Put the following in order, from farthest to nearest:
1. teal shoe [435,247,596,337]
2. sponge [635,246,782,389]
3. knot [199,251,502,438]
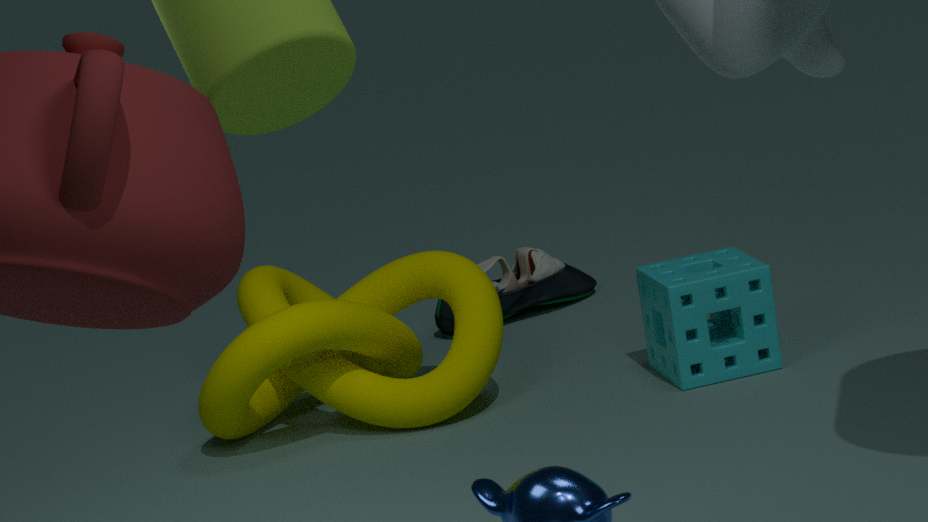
teal shoe [435,247,596,337], sponge [635,246,782,389], knot [199,251,502,438]
